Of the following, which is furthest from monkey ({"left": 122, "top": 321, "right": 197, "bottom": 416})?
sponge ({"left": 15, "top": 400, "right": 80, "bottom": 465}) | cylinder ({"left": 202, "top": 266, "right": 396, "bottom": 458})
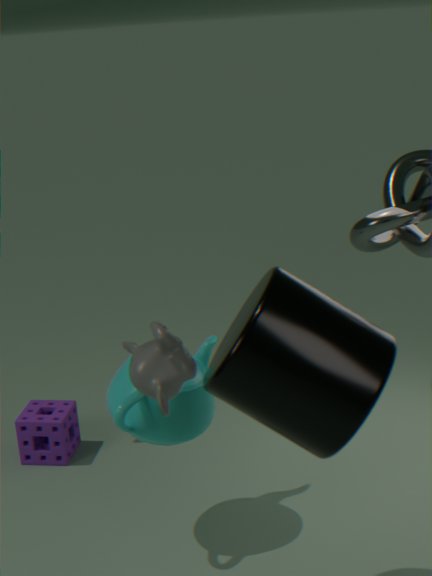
sponge ({"left": 15, "top": 400, "right": 80, "bottom": 465})
